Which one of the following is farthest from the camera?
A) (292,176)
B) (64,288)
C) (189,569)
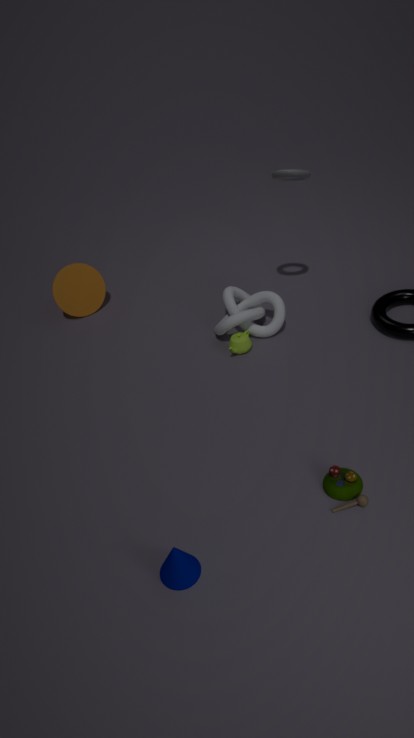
(64,288)
